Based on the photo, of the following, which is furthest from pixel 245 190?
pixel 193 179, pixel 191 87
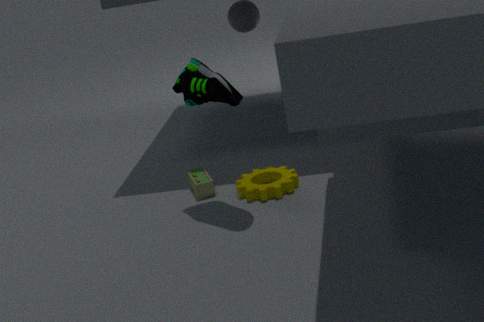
pixel 191 87
